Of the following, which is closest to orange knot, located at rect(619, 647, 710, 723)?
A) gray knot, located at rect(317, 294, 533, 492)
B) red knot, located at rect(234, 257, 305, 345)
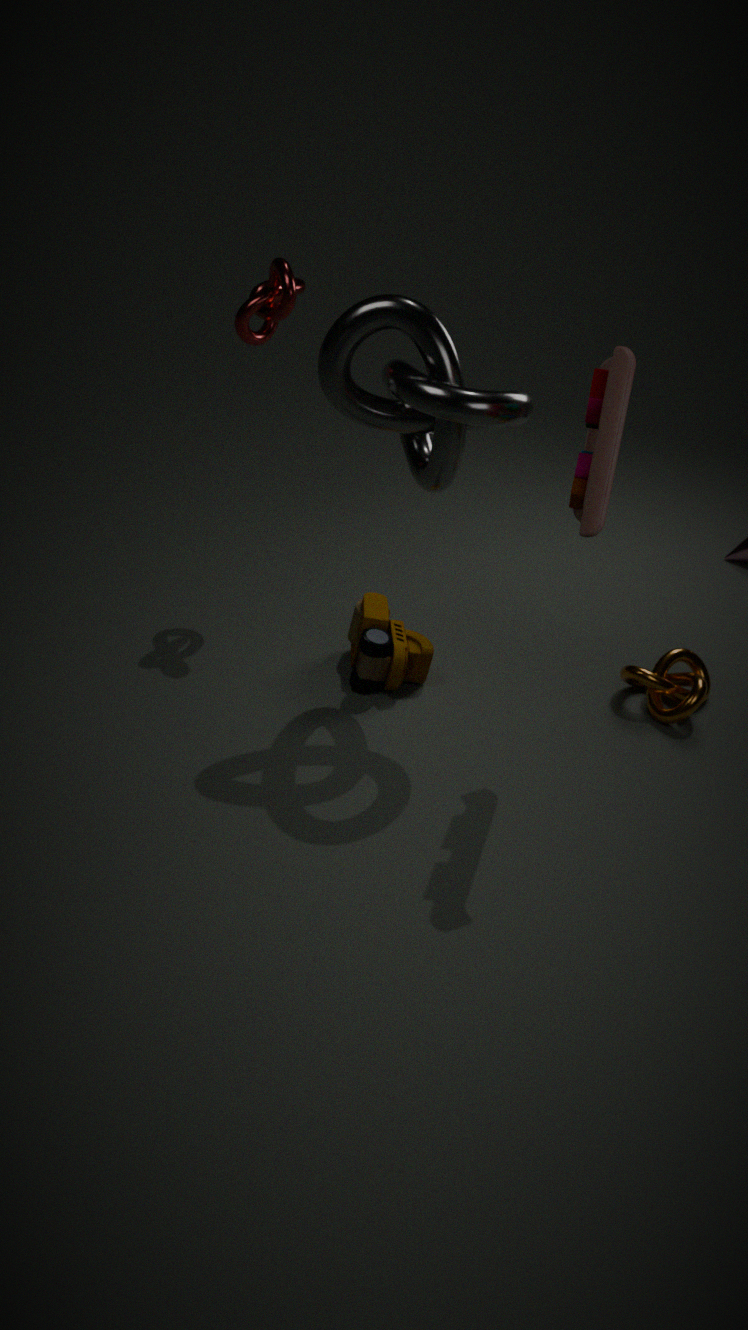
gray knot, located at rect(317, 294, 533, 492)
